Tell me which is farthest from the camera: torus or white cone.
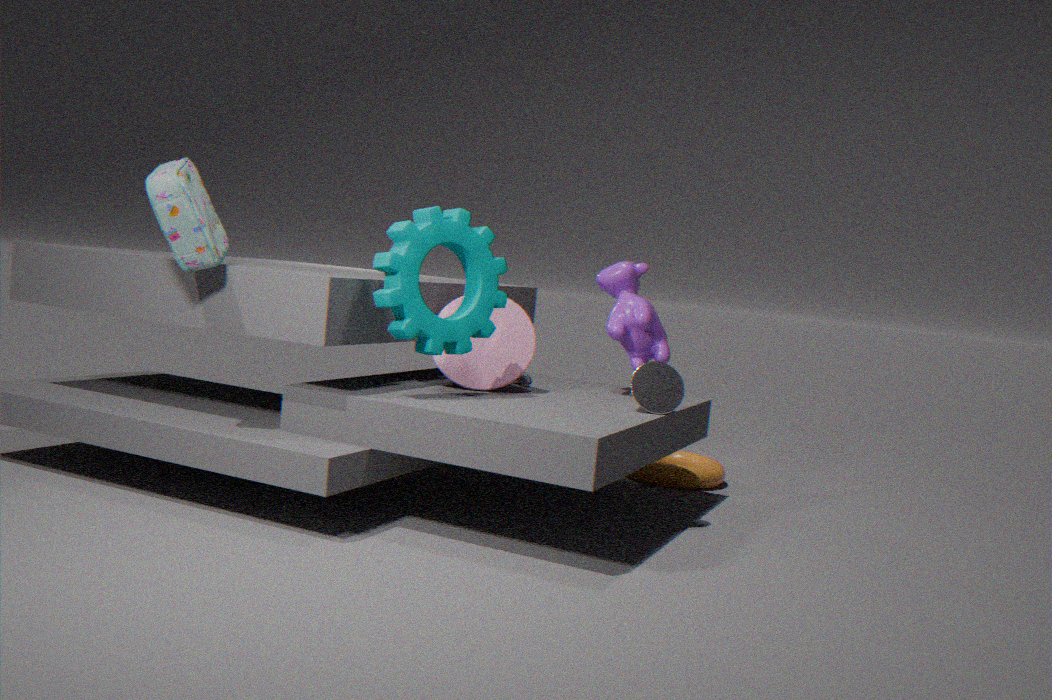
torus
